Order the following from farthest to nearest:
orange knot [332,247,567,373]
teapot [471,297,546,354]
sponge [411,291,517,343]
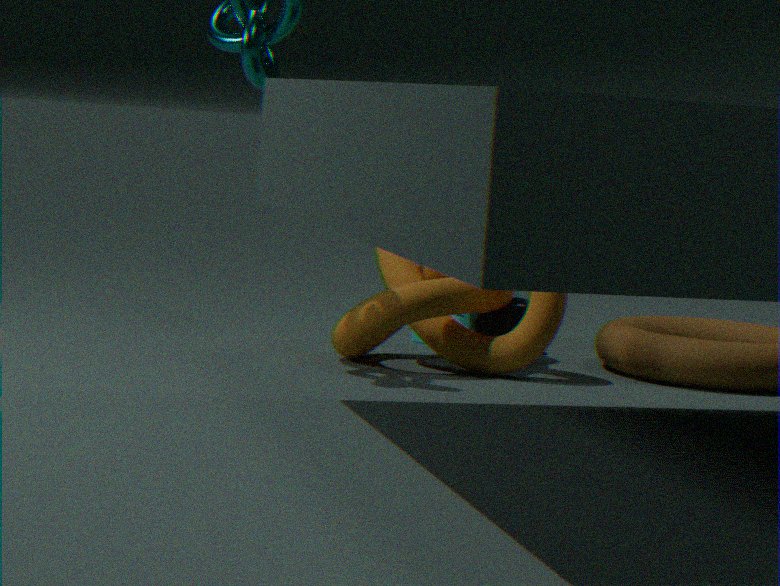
sponge [411,291,517,343]
teapot [471,297,546,354]
orange knot [332,247,567,373]
